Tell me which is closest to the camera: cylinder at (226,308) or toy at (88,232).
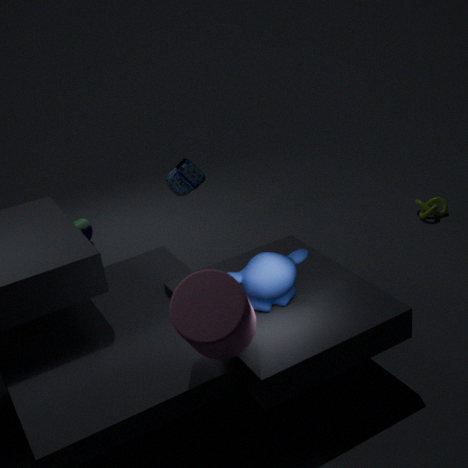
cylinder at (226,308)
